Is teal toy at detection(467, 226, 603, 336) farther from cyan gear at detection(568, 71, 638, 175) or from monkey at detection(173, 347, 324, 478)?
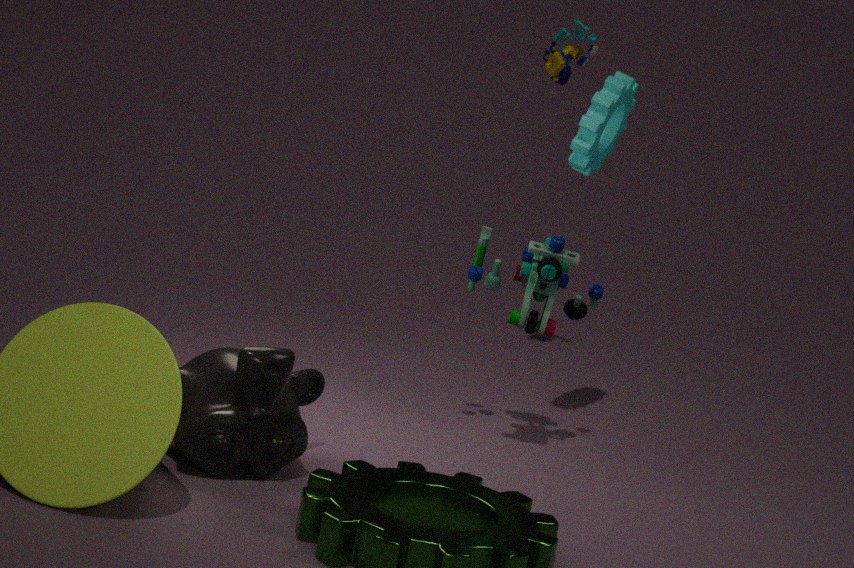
monkey at detection(173, 347, 324, 478)
